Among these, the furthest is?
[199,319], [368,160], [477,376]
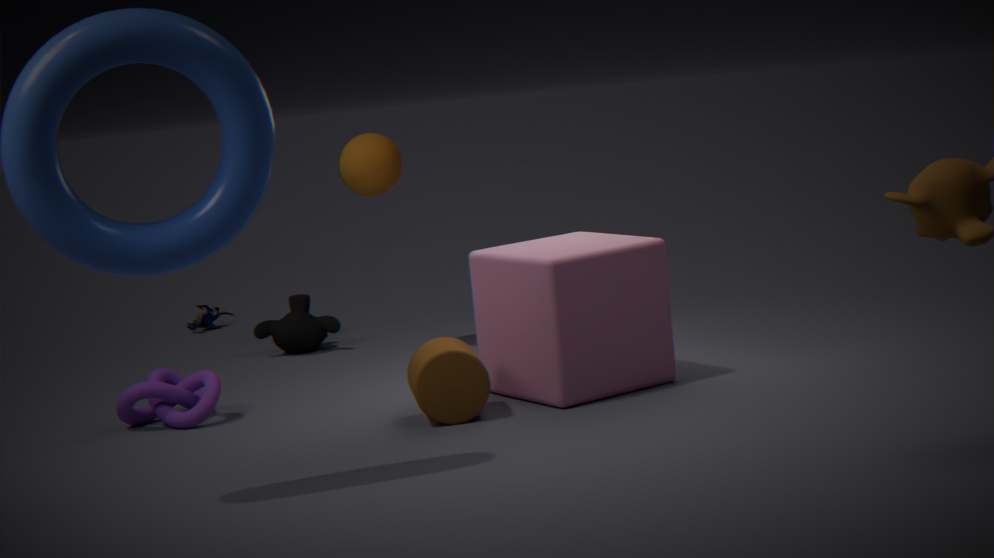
[199,319]
